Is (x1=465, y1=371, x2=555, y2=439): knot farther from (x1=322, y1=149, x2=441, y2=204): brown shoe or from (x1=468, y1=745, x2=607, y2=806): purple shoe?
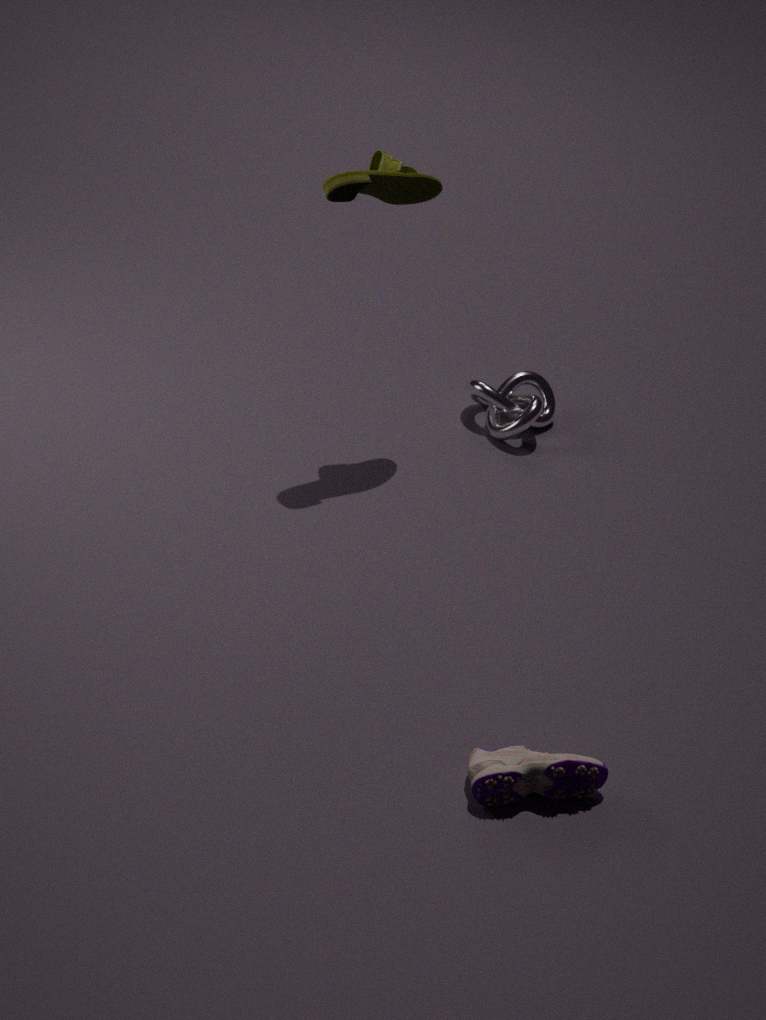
(x1=468, y1=745, x2=607, y2=806): purple shoe
